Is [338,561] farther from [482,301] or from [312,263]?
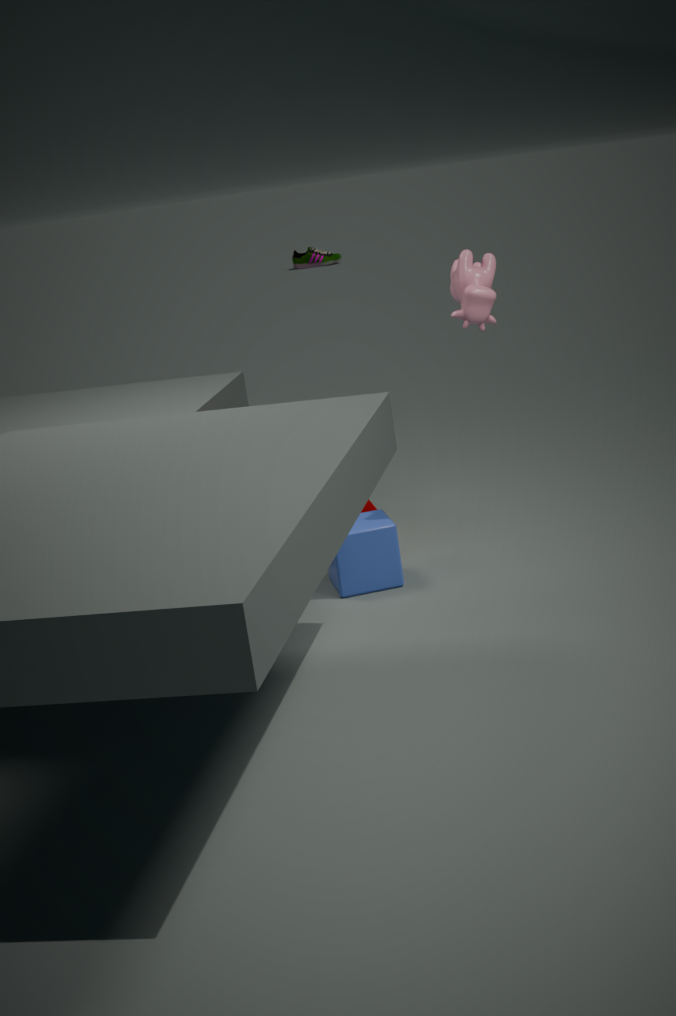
[312,263]
